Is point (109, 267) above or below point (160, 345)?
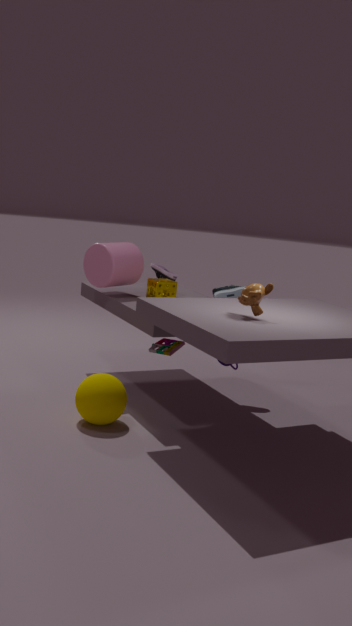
above
